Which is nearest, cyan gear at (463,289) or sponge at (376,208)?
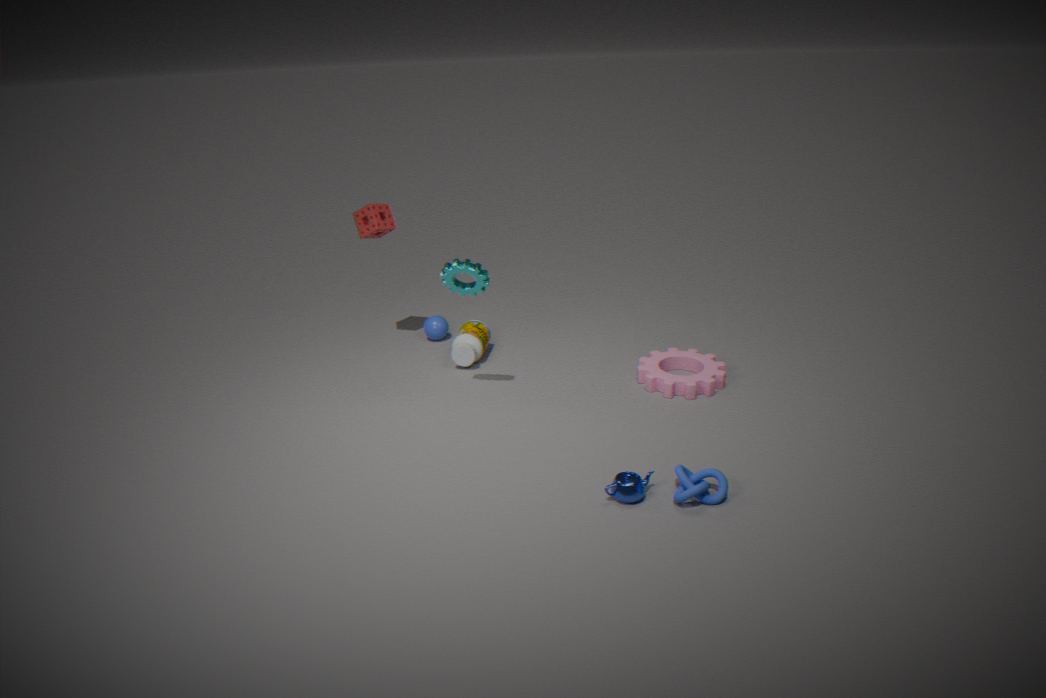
cyan gear at (463,289)
